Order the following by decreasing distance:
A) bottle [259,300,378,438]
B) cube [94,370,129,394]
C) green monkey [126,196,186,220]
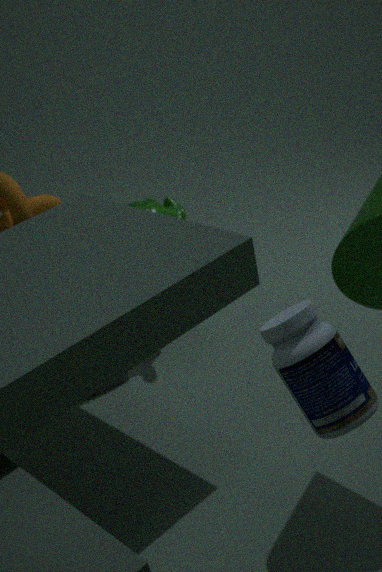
cube [94,370,129,394]
green monkey [126,196,186,220]
bottle [259,300,378,438]
